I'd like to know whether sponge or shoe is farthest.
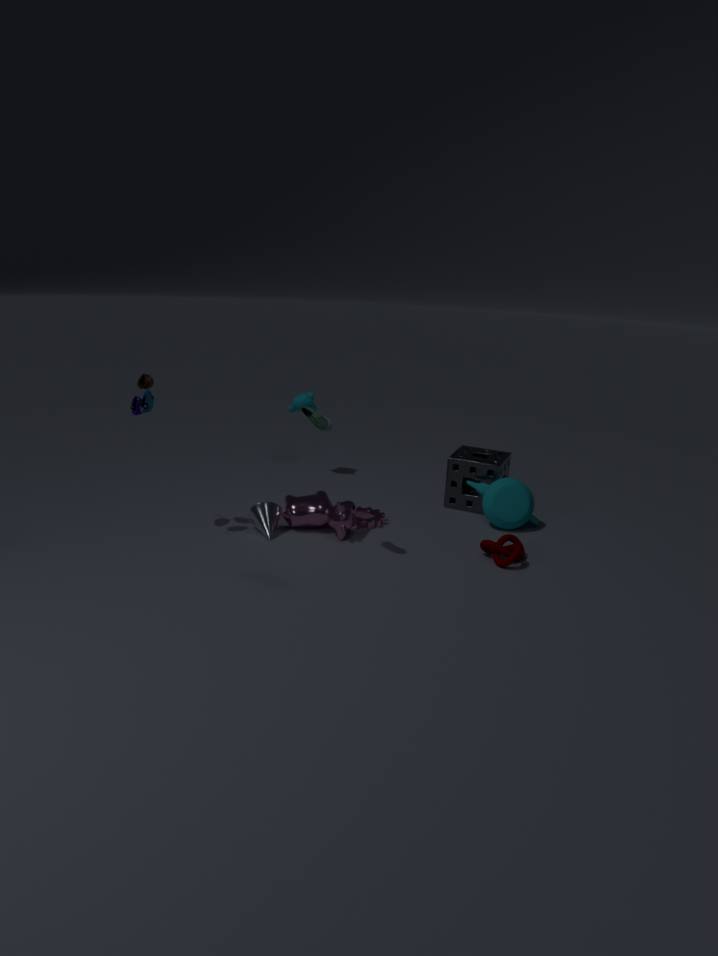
sponge
